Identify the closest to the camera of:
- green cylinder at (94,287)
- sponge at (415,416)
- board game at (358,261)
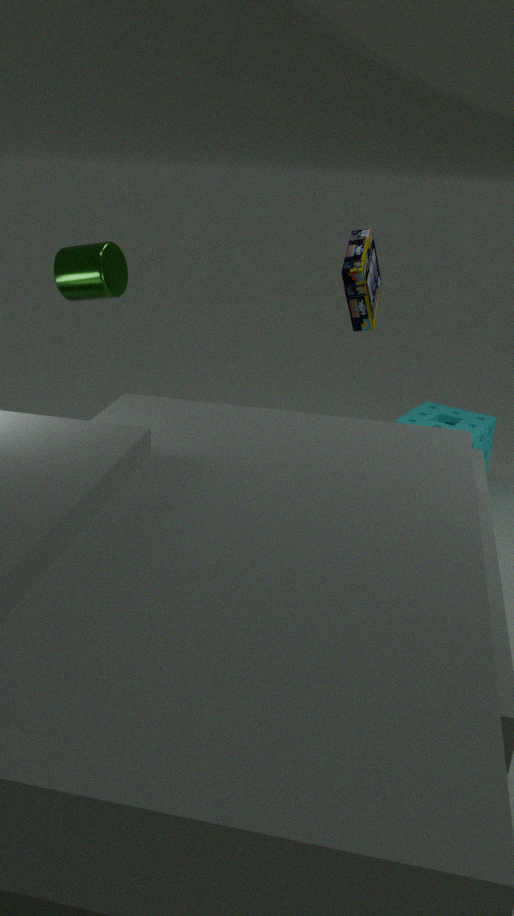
green cylinder at (94,287)
